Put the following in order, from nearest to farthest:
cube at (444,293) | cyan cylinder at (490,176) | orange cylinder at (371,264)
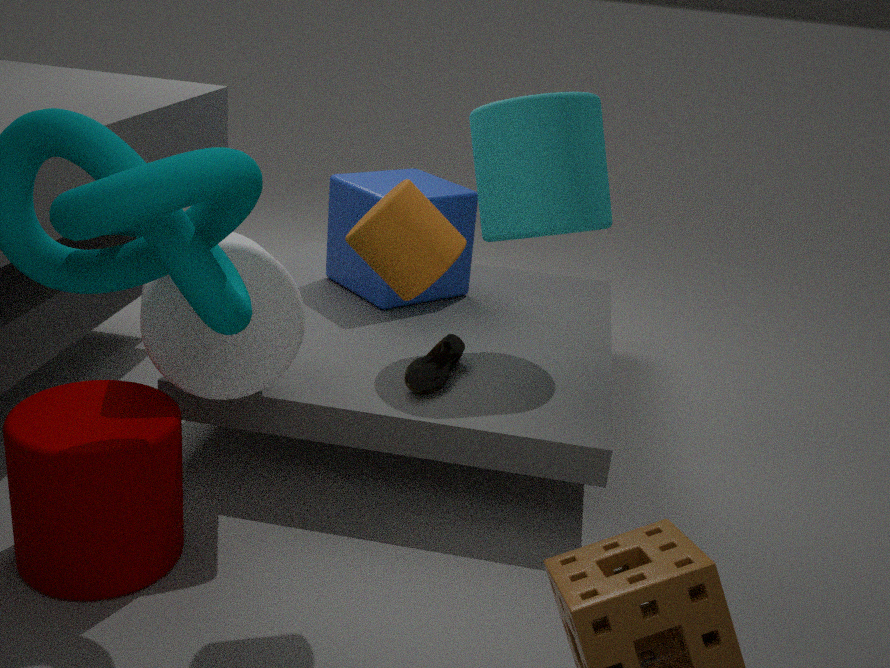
1. orange cylinder at (371,264)
2. cyan cylinder at (490,176)
3. cube at (444,293)
